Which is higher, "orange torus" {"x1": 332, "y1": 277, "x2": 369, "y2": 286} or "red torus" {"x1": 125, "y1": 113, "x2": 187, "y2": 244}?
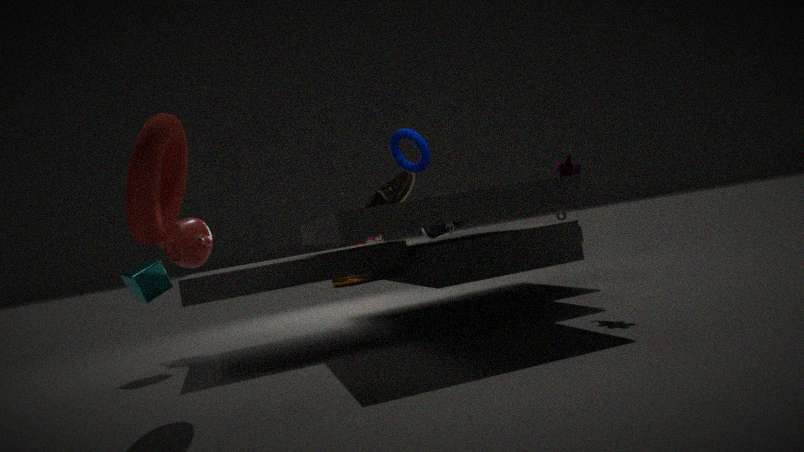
"red torus" {"x1": 125, "y1": 113, "x2": 187, "y2": 244}
